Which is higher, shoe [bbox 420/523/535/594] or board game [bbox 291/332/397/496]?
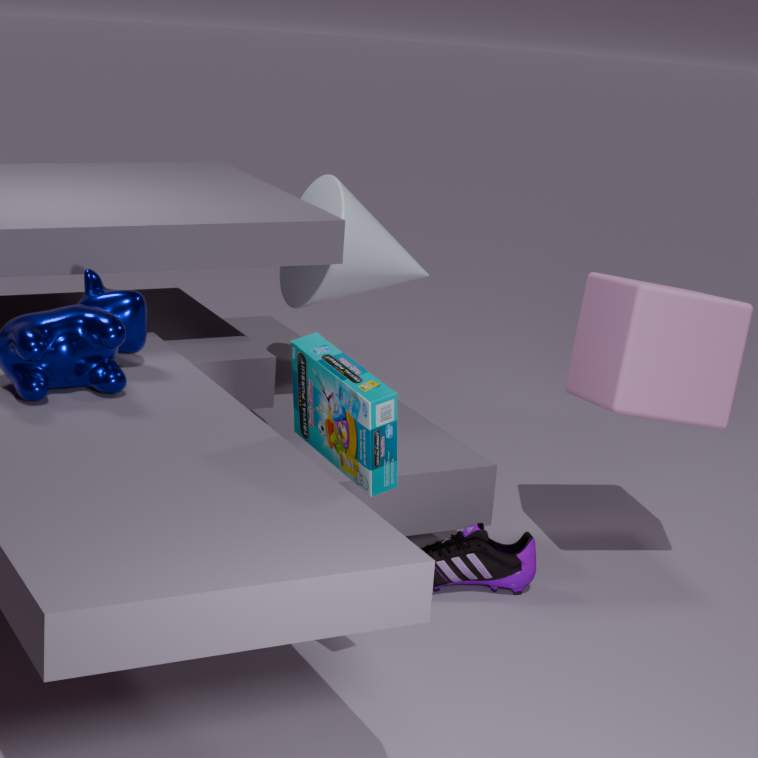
board game [bbox 291/332/397/496]
